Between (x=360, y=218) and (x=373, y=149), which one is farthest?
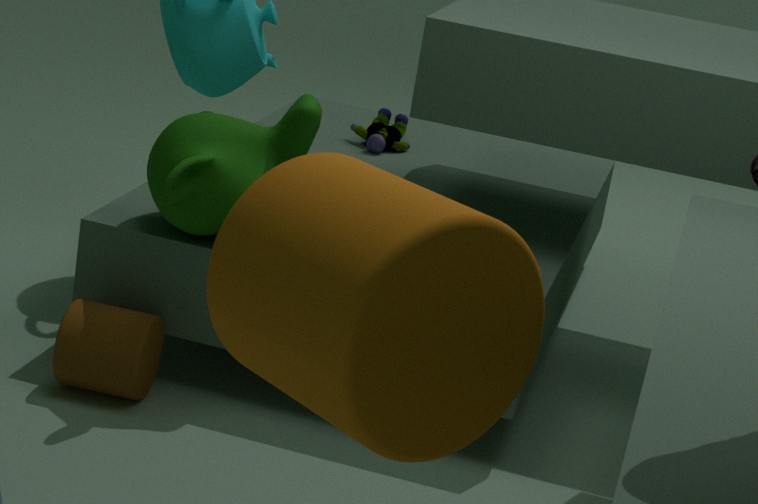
(x=373, y=149)
